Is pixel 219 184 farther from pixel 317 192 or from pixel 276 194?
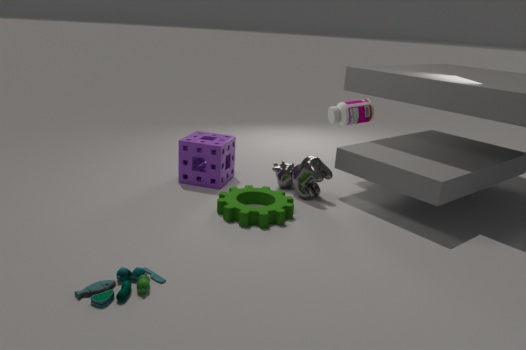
pixel 317 192
